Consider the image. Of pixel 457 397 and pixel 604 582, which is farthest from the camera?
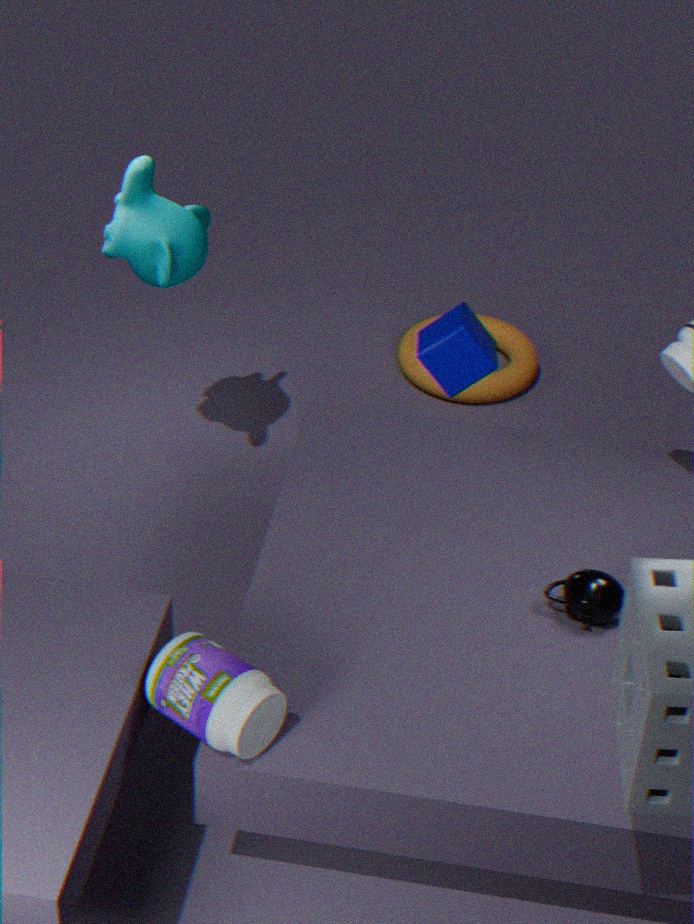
pixel 457 397
